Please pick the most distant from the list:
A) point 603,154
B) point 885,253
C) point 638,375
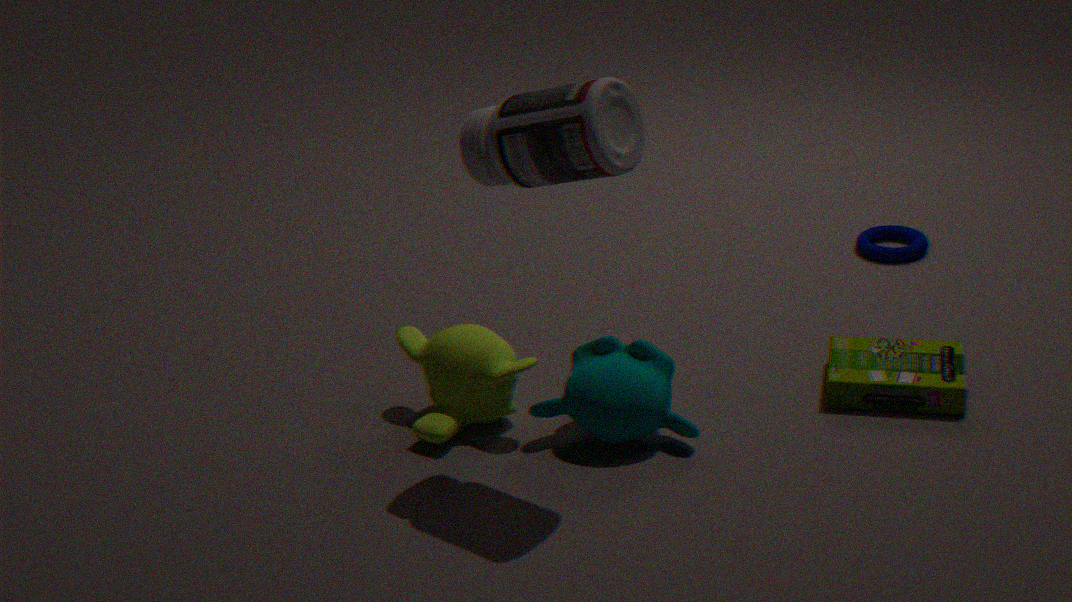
point 885,253
